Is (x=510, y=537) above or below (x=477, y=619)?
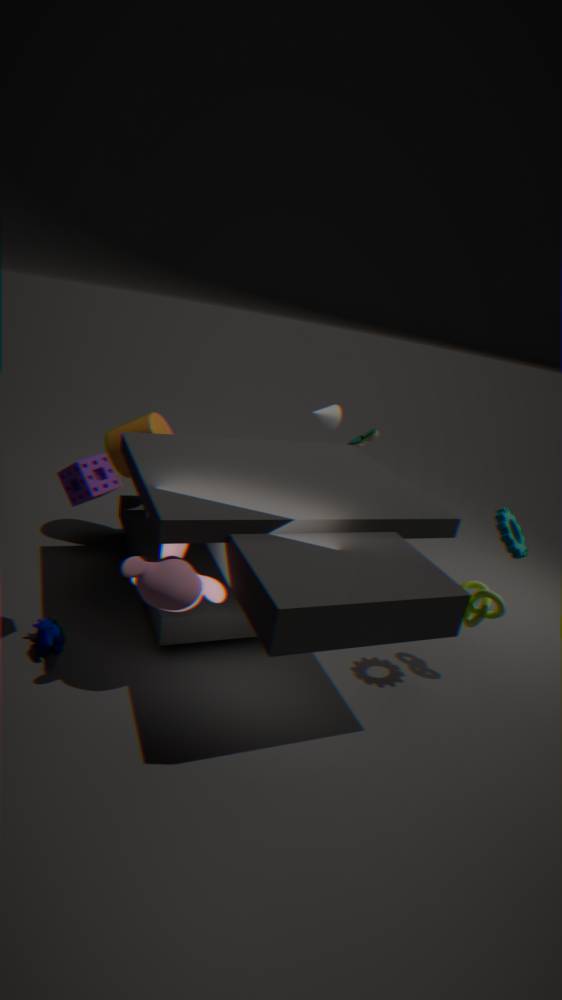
above
